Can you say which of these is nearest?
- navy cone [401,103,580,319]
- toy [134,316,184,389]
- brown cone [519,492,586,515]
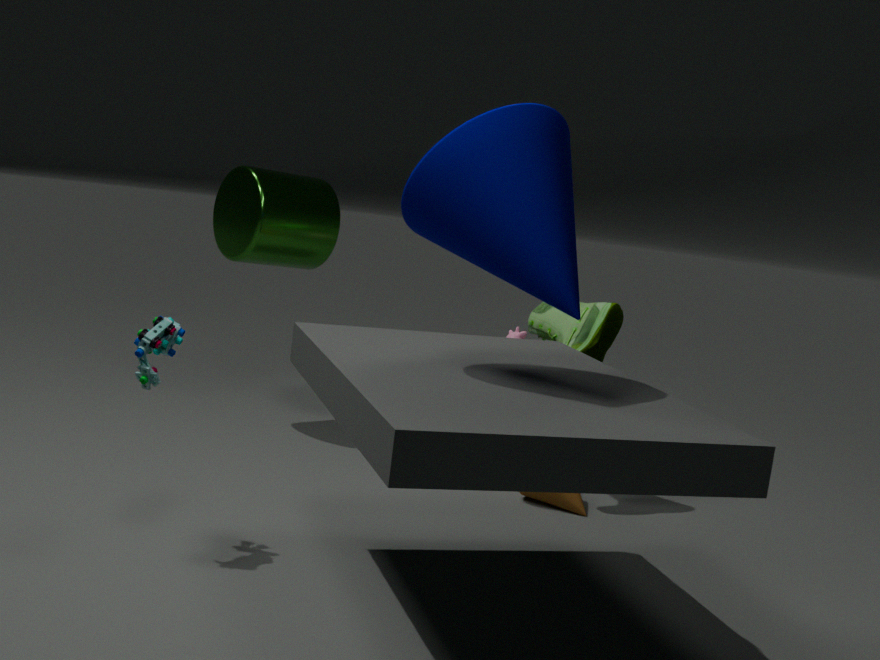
navy cone [401,103,580,319]
